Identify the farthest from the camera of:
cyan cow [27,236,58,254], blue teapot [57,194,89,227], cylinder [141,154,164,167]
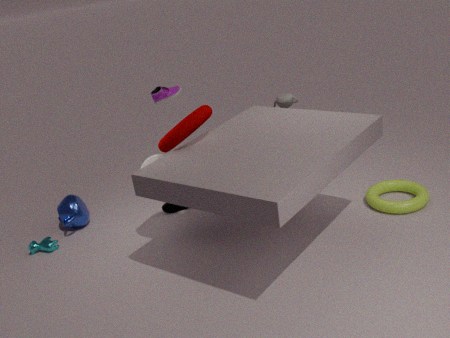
blue teapot [57,194,89,227]
